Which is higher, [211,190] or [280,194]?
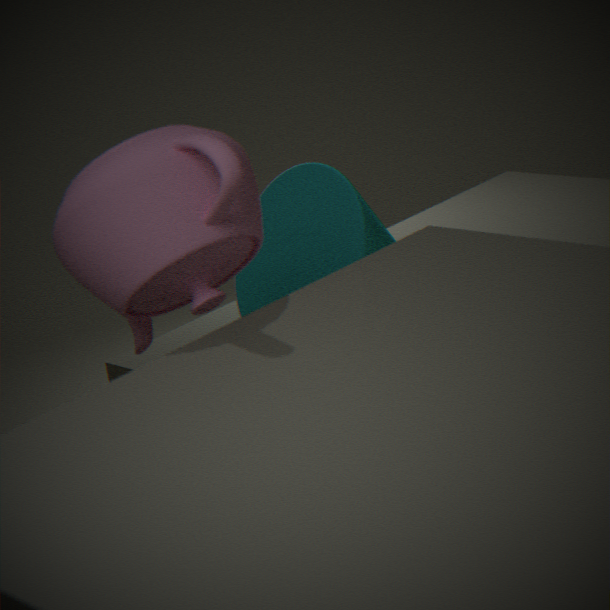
[211,190]
